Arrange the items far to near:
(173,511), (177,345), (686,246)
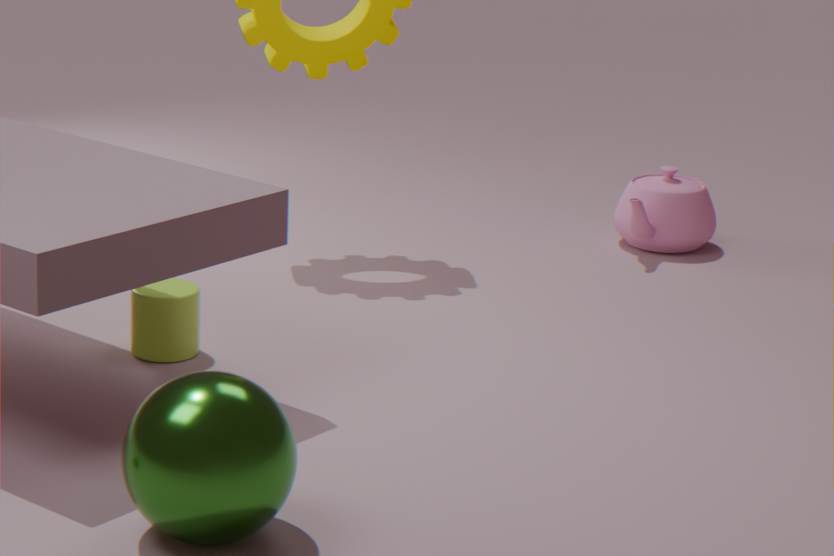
(686,246) < (177,345) < (173,511)
